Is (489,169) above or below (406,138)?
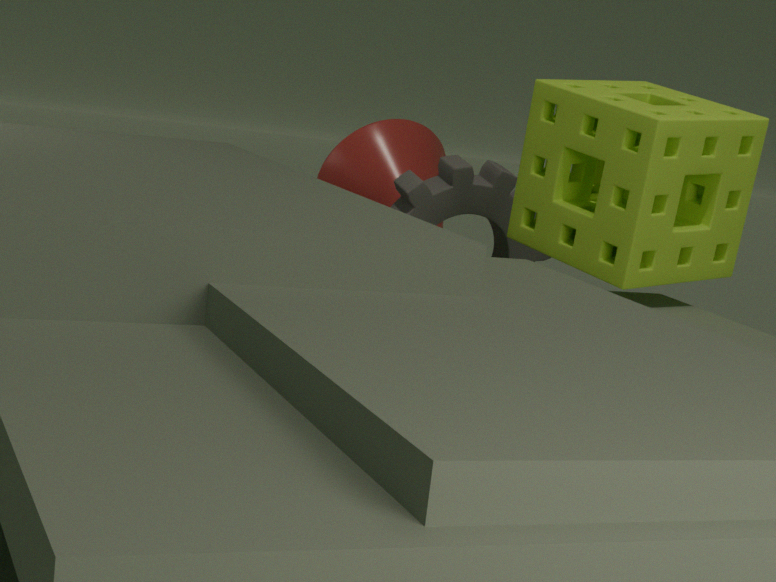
below
